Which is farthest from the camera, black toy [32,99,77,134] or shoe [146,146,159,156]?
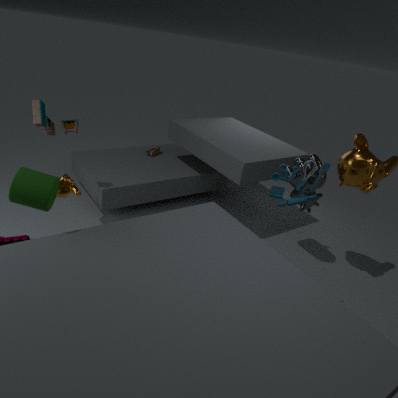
shoe [146,146,159,156]
